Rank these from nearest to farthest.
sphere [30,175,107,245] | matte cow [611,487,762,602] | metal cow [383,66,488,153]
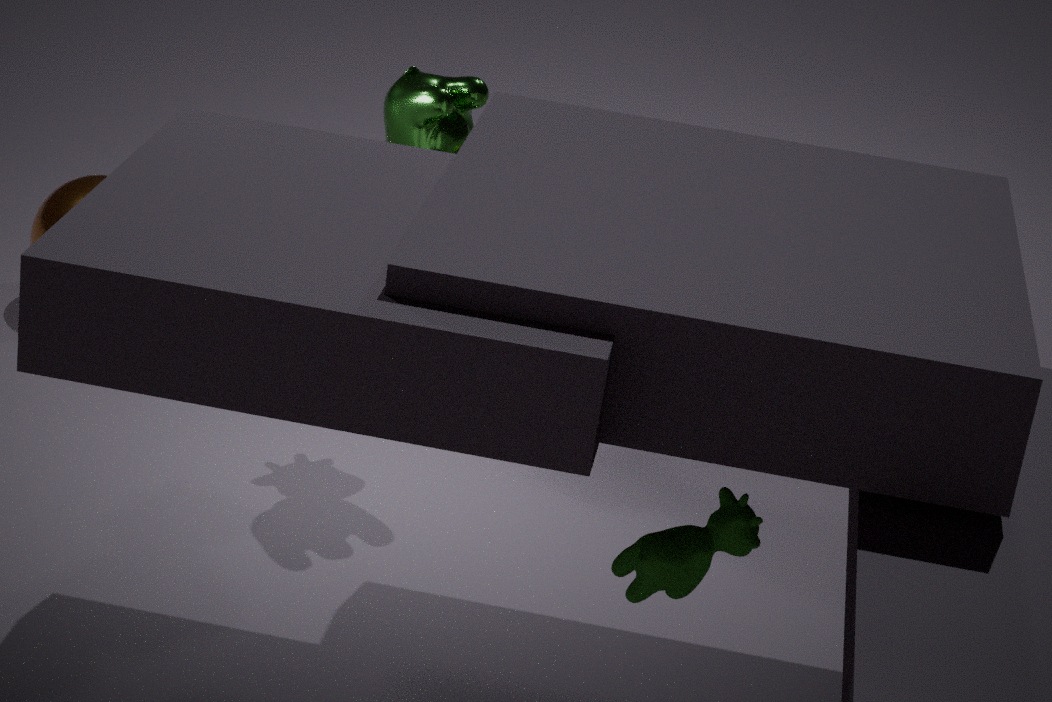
matte cow [611,487,762,602], metal cow [383,66,488,153], sphere [30,175,107,245]
